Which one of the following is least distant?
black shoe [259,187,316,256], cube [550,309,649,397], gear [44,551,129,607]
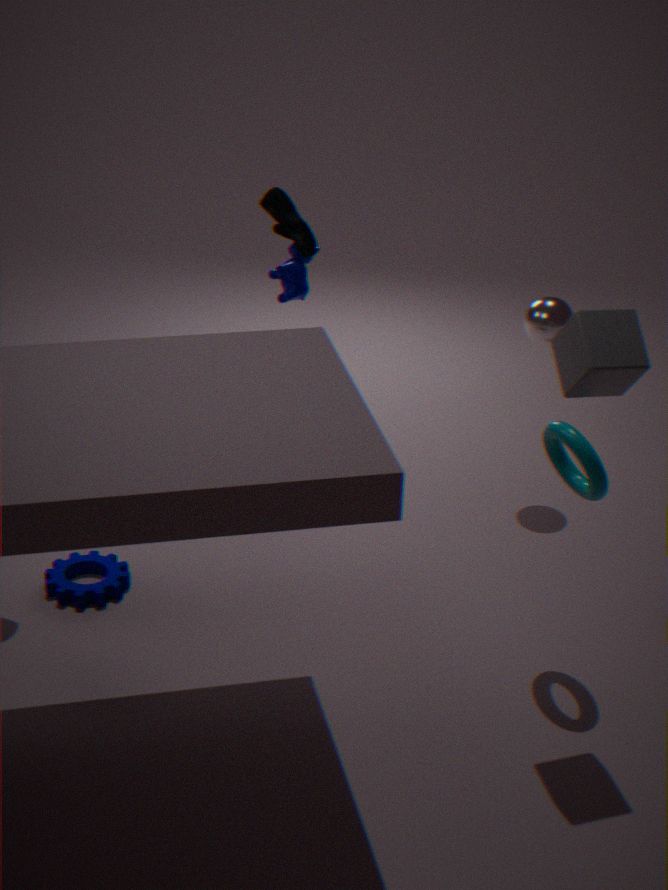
cube [550,309,649,397]
